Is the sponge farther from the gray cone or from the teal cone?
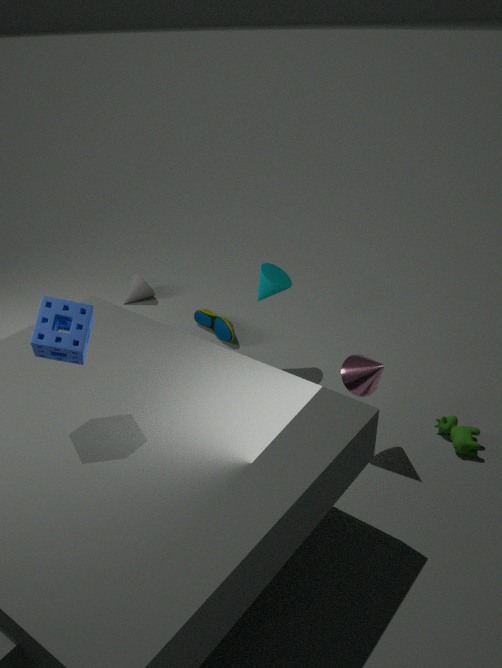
the gray cone
